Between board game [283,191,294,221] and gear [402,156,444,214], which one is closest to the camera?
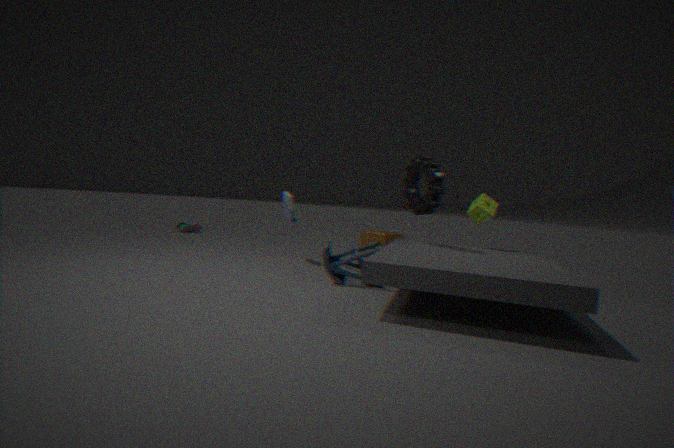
gear [402,156,444,214]
